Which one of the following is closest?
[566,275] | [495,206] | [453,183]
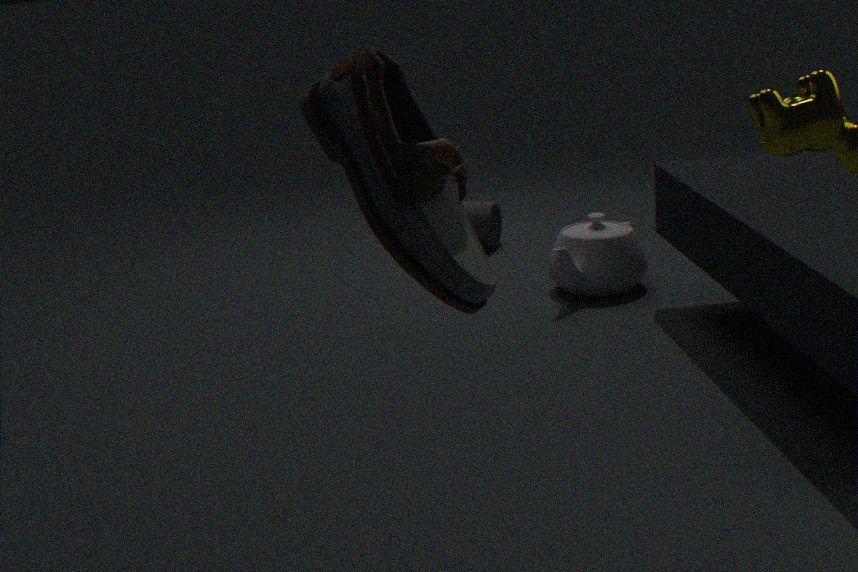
[453,183]
